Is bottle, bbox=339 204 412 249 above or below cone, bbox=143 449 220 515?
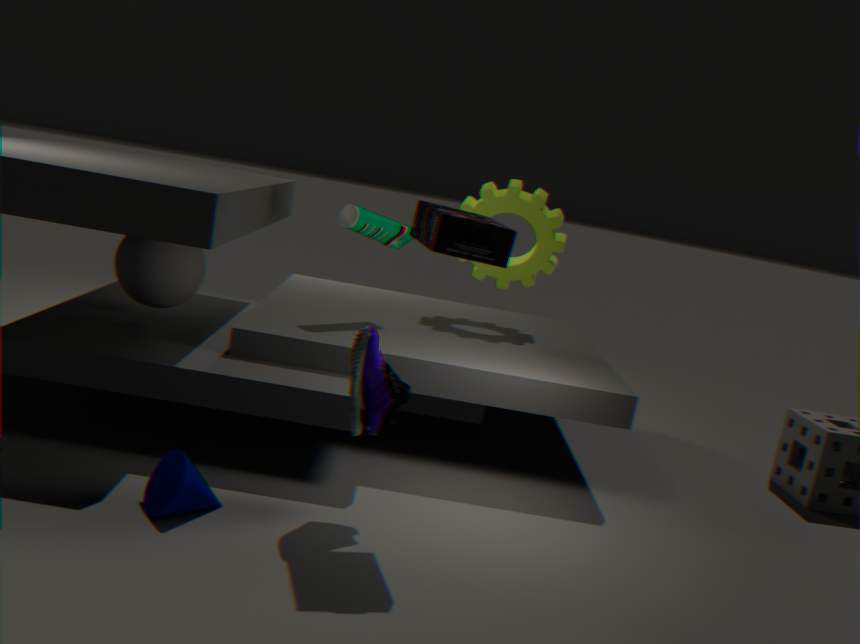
above
